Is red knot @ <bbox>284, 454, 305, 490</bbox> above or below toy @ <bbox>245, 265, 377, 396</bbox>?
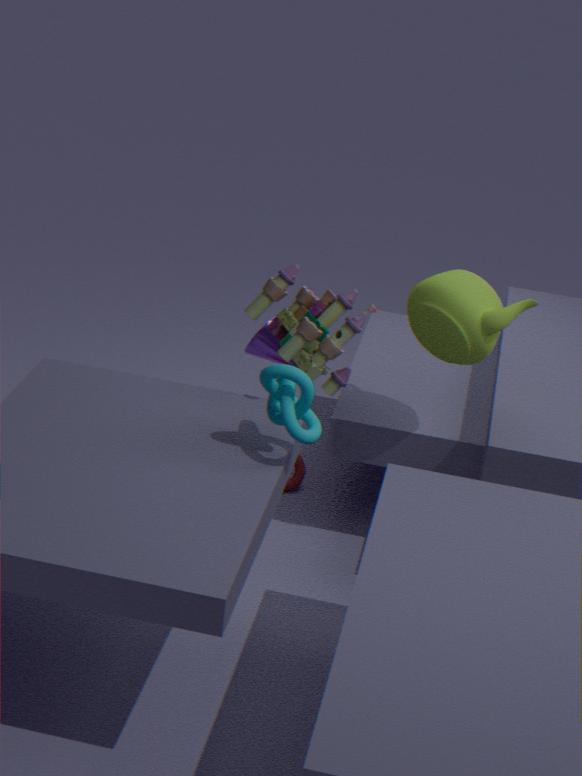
below
